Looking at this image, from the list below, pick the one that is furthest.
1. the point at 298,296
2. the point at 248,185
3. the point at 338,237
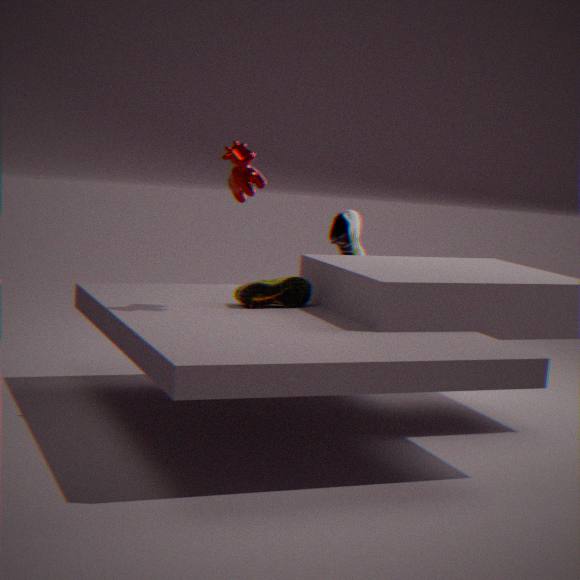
the point at 338,237
